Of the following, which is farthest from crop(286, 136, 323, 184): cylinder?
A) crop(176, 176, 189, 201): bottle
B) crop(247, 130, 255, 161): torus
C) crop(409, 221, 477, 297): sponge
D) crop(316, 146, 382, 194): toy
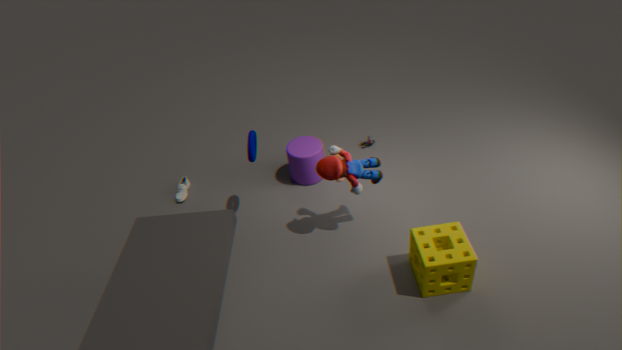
crop(409, 221, 477, 297): sponge
